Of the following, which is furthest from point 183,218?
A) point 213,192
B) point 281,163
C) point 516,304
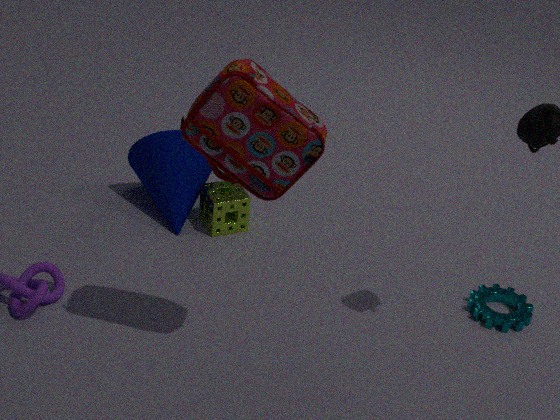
point 516,304
